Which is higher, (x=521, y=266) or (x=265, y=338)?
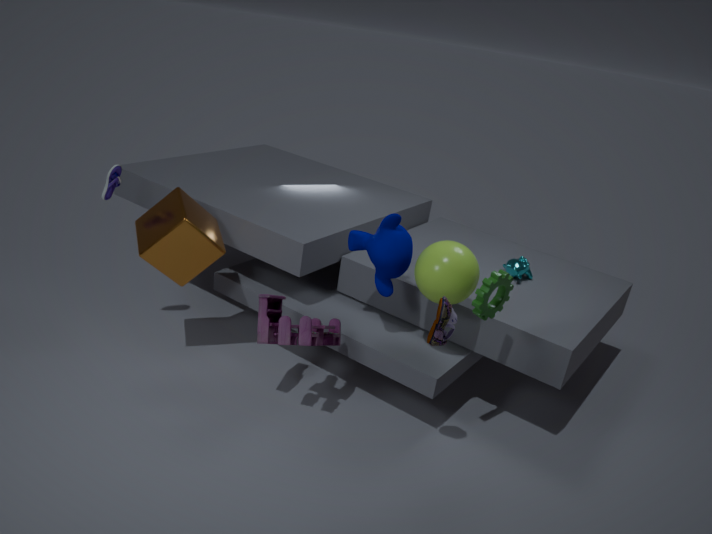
(x=521, y=266)
